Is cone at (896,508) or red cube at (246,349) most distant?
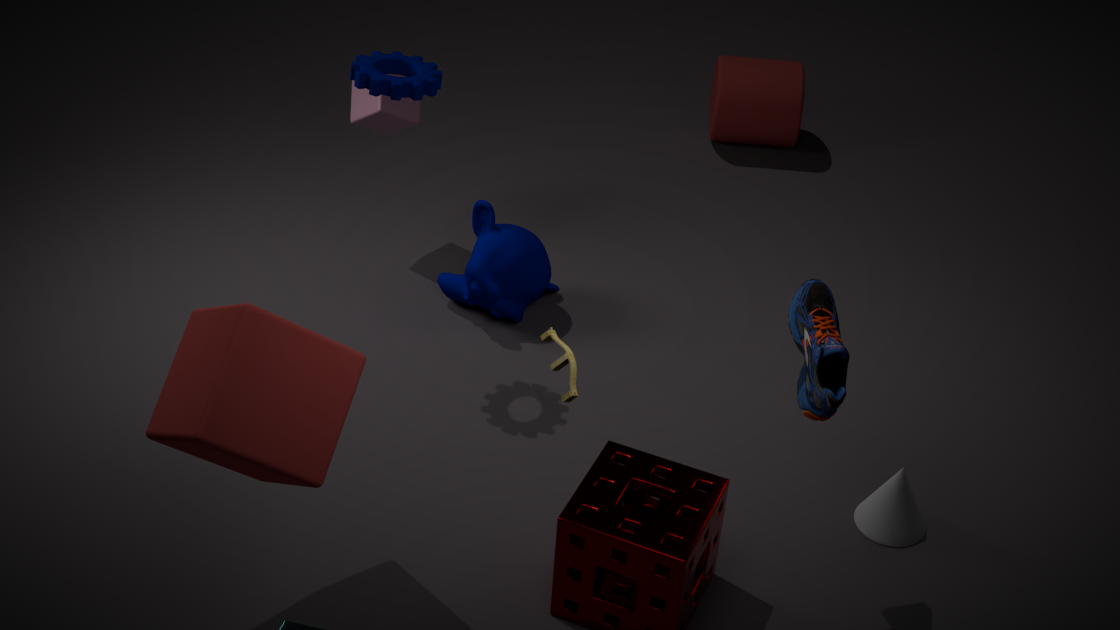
cone at (896,508)
